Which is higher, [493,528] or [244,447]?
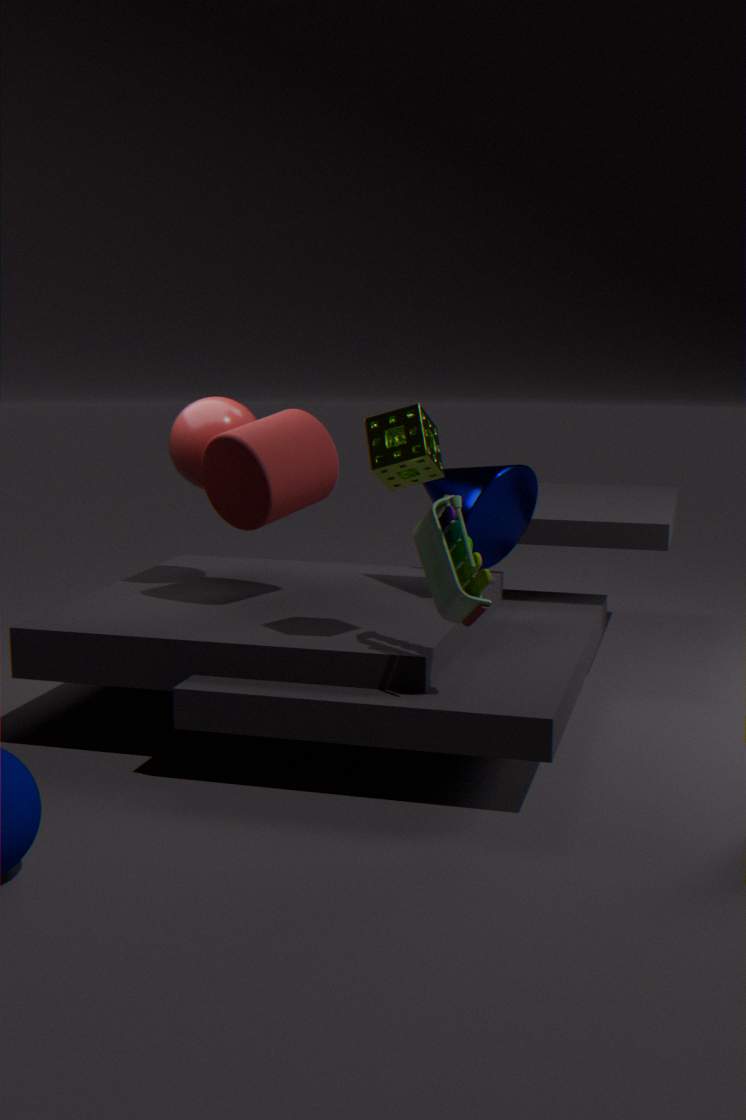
[244,447]
